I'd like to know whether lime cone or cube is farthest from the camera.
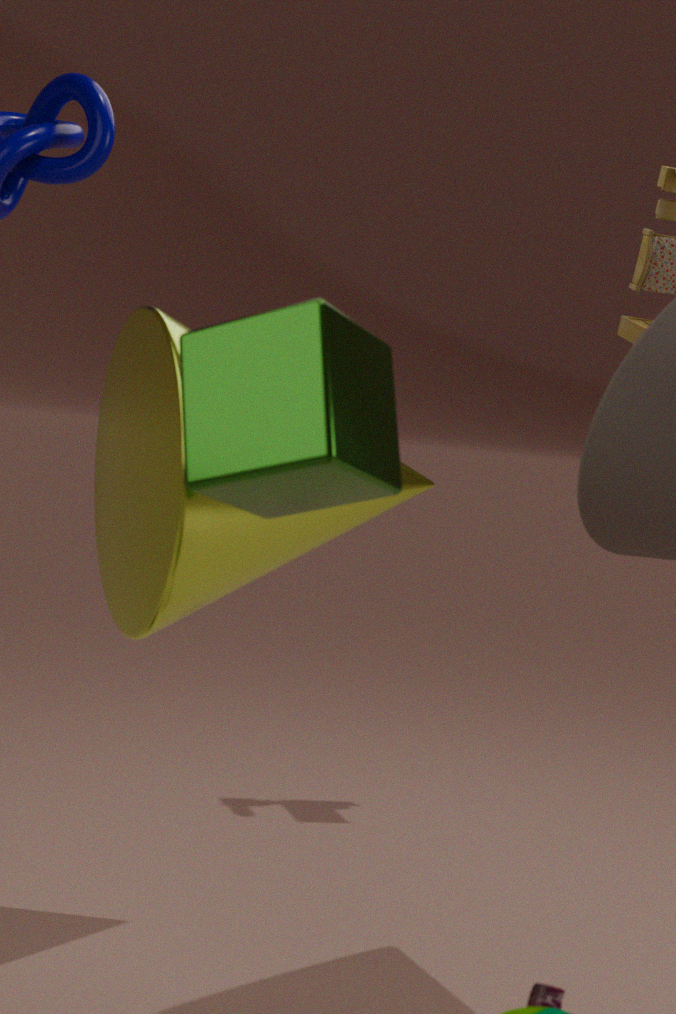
lime cone
